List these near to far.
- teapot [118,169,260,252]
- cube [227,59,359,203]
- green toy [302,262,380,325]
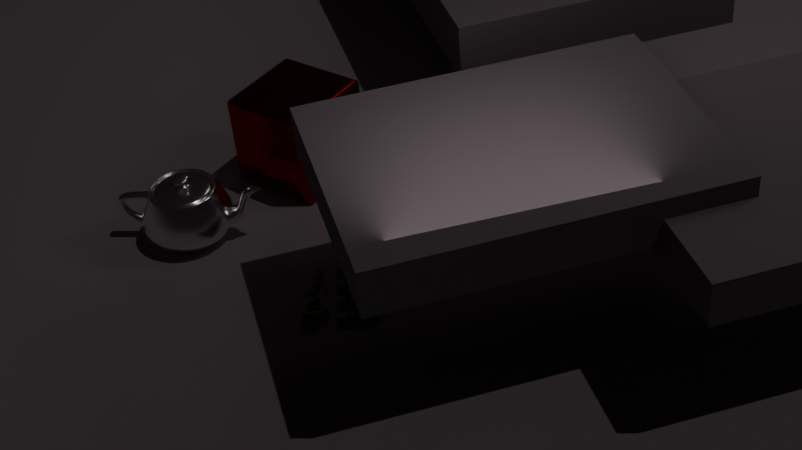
green toy [302,262,380,325] < teapot [118,169,260,252] < cube [227,59,359,203]
